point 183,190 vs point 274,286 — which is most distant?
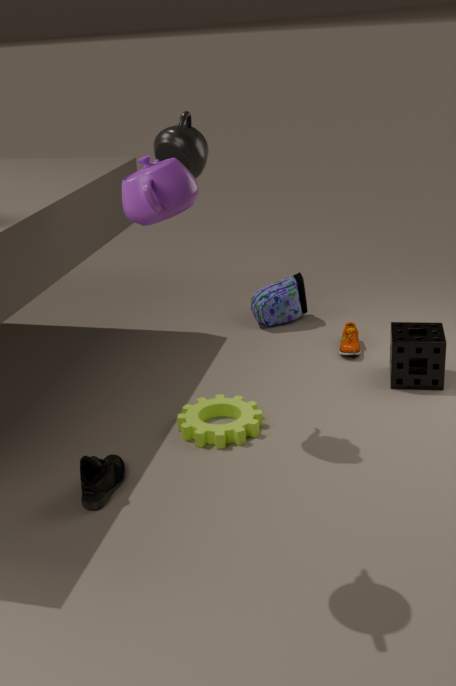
point 274,286
